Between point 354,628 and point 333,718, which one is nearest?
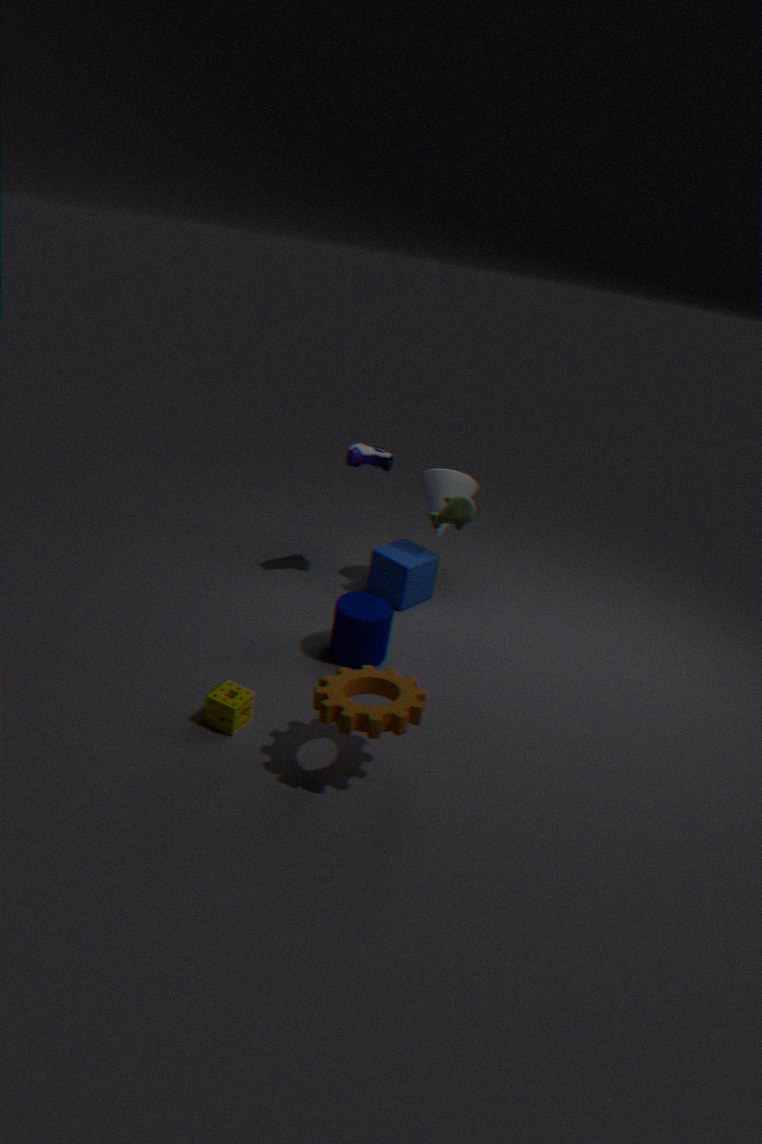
point 333,718
